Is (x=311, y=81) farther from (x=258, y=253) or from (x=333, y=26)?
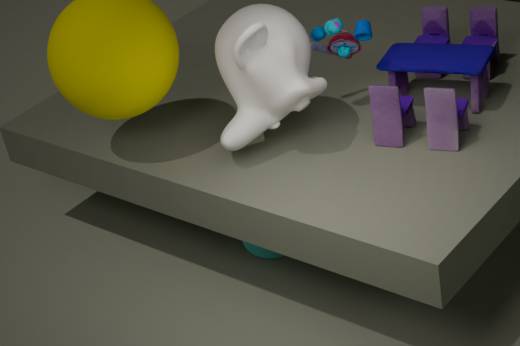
(x=258, y=253)
